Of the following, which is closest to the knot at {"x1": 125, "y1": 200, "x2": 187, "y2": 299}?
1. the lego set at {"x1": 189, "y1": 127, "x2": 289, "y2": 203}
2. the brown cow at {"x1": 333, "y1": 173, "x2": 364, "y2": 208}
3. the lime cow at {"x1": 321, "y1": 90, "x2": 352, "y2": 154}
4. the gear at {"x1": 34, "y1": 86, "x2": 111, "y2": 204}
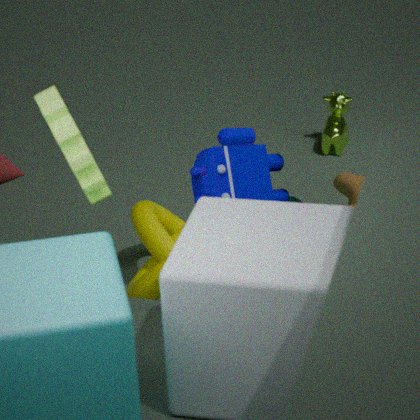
the brown cow at {"x1": 333, "y1": 173, "x2": 364, "y2": 208}
